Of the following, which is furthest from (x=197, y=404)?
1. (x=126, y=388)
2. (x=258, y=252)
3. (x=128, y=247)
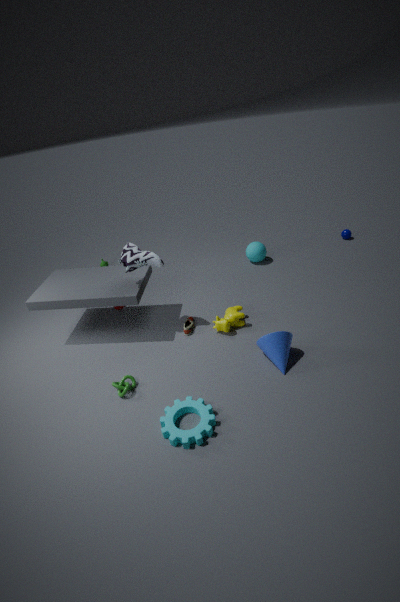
(x=258, y=252)
